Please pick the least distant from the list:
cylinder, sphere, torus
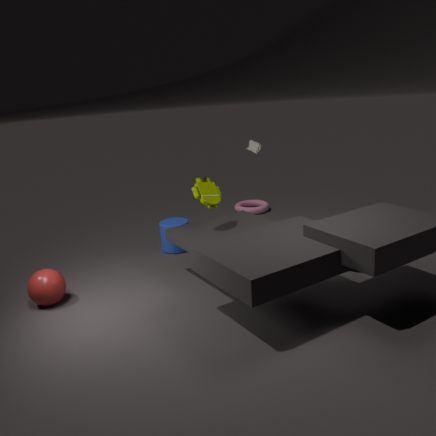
sphere
